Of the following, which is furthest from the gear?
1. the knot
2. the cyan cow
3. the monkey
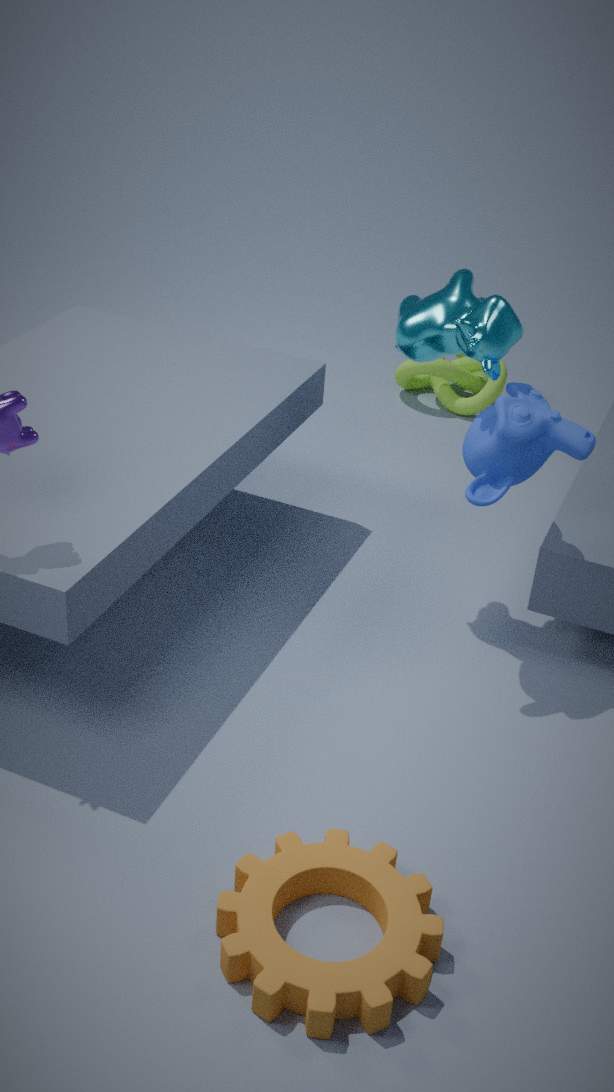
the knot
